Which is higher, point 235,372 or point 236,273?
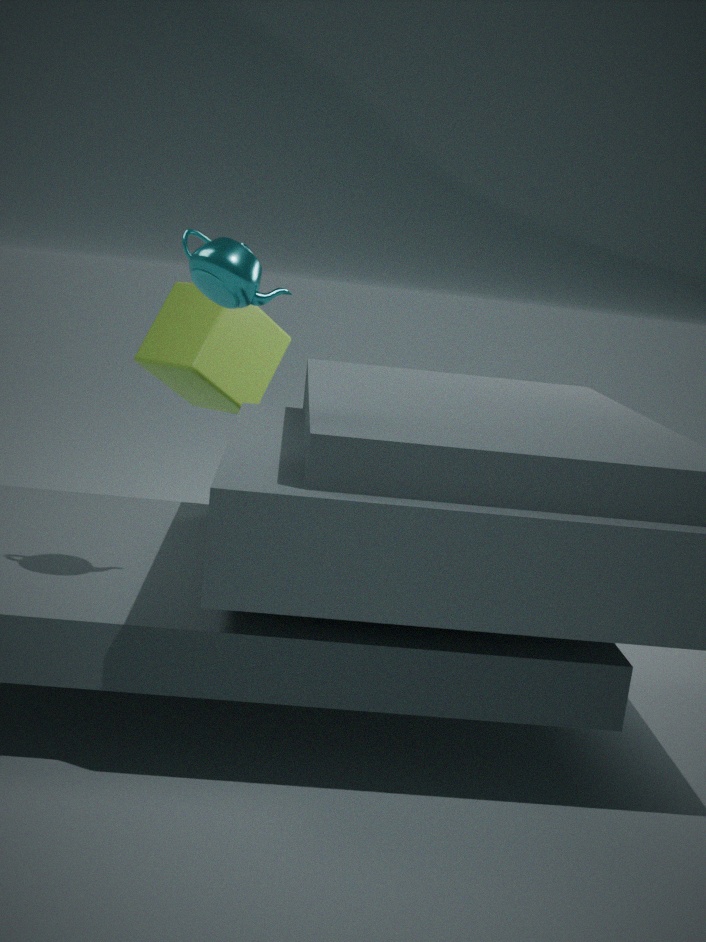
point 236,273
